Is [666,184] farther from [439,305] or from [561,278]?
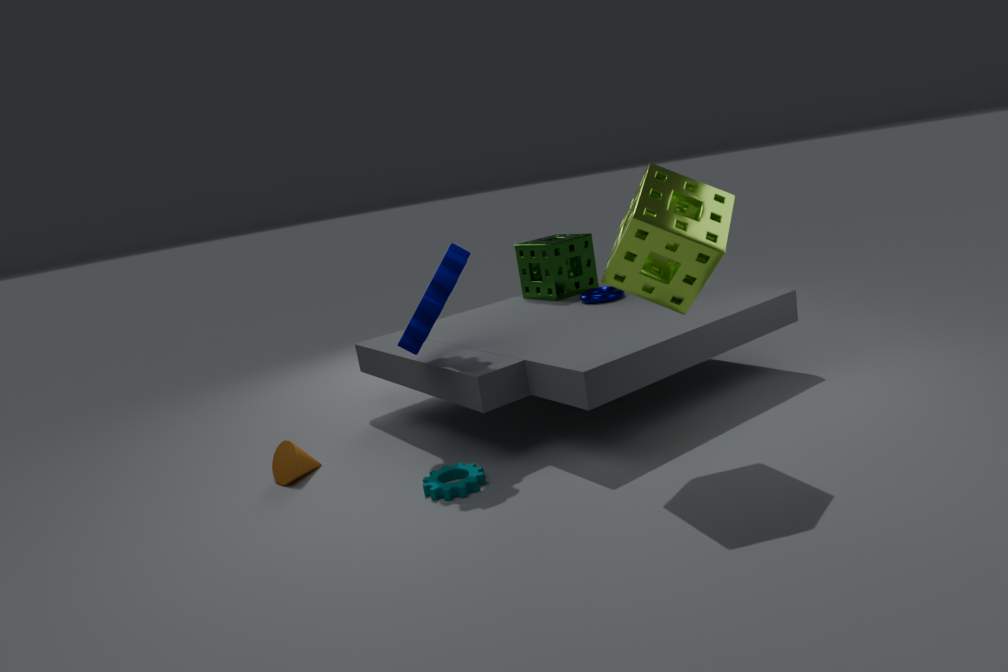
[561,278]
